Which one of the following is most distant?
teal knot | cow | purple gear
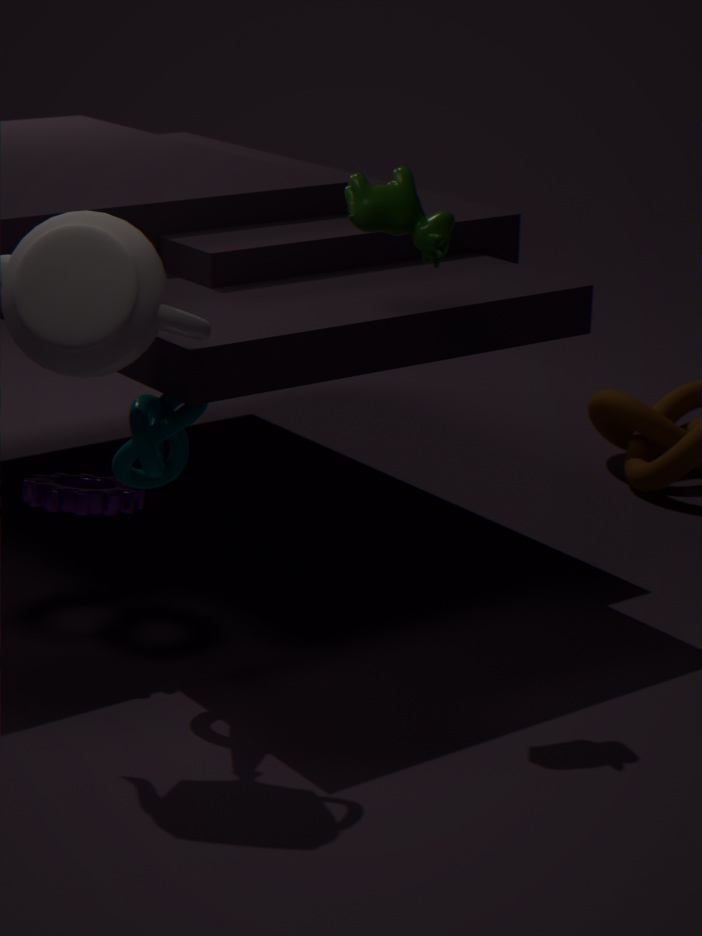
purple gear
